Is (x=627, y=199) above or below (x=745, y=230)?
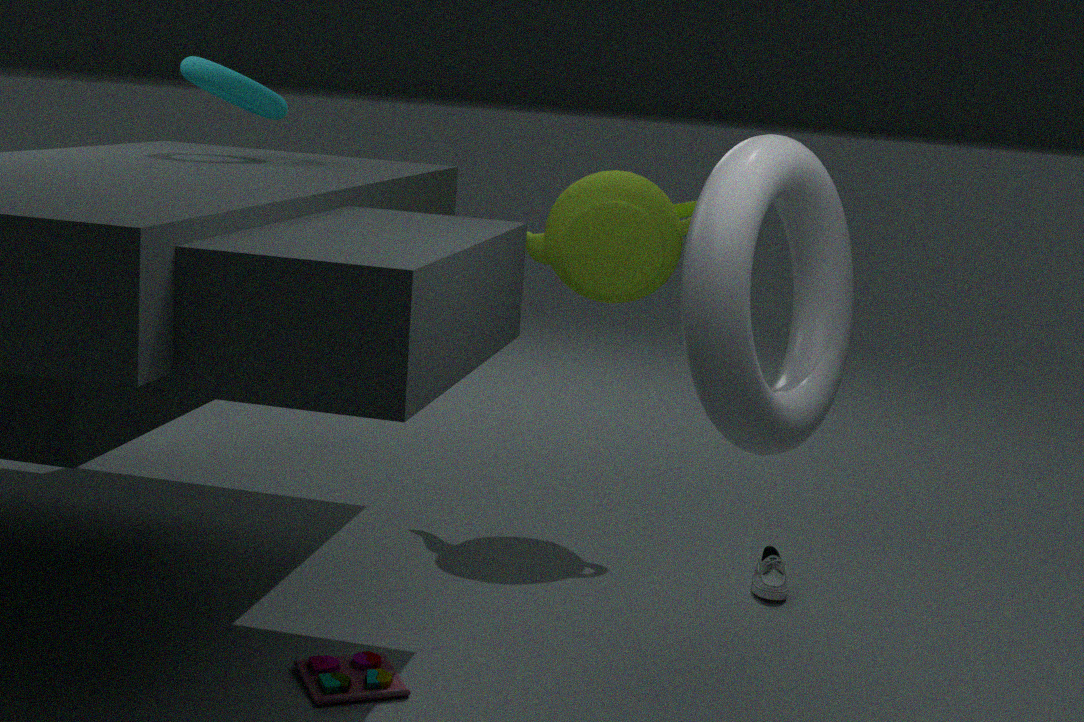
below
